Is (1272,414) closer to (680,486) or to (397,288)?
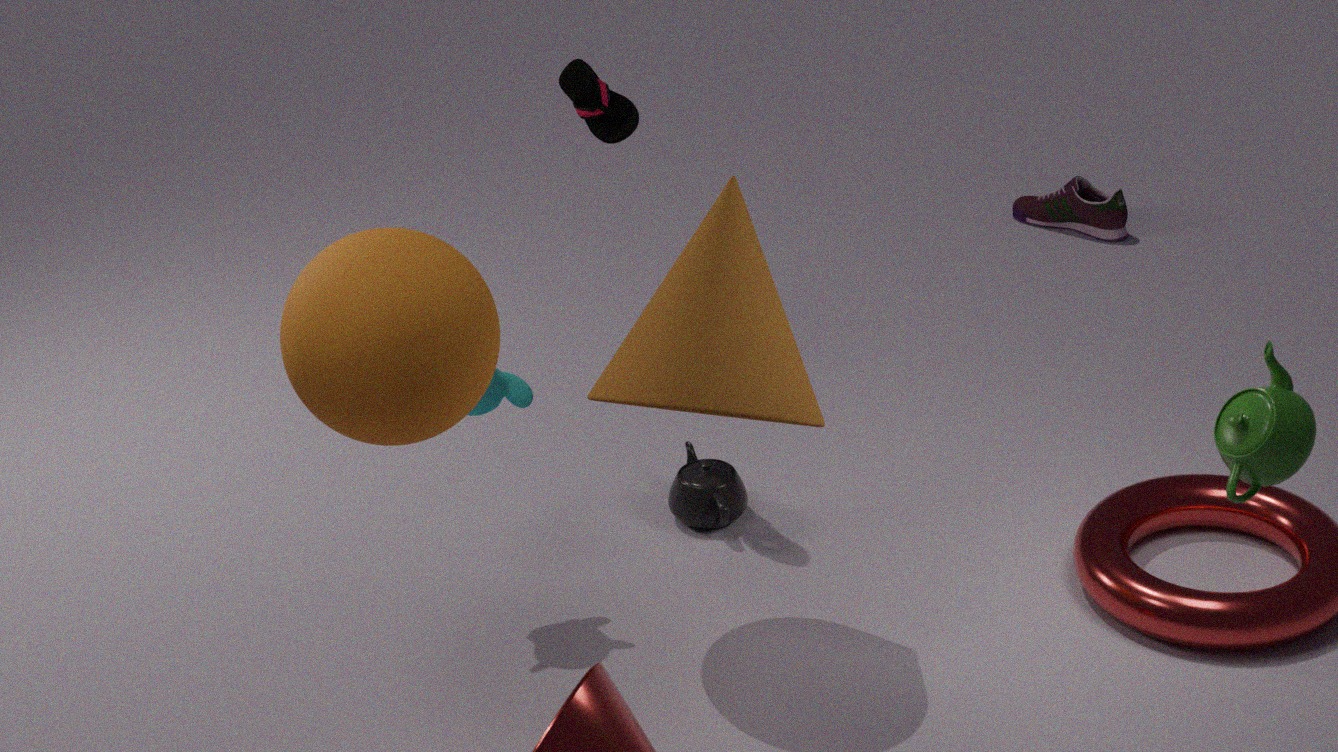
(680,486)
